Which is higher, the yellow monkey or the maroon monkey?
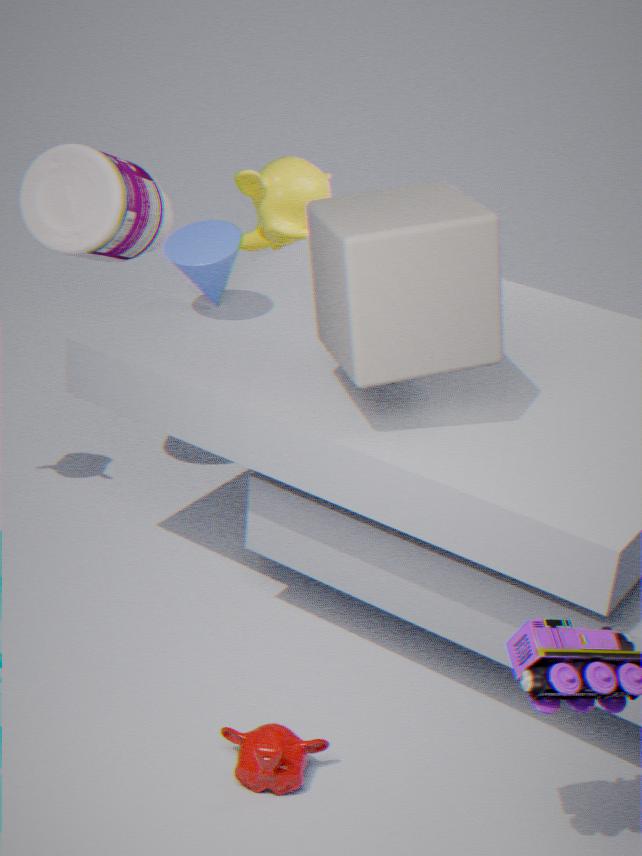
the yellow monkey
